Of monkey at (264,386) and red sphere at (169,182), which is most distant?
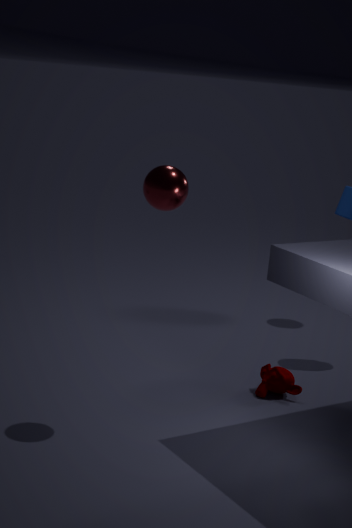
monkey at (264,386)
